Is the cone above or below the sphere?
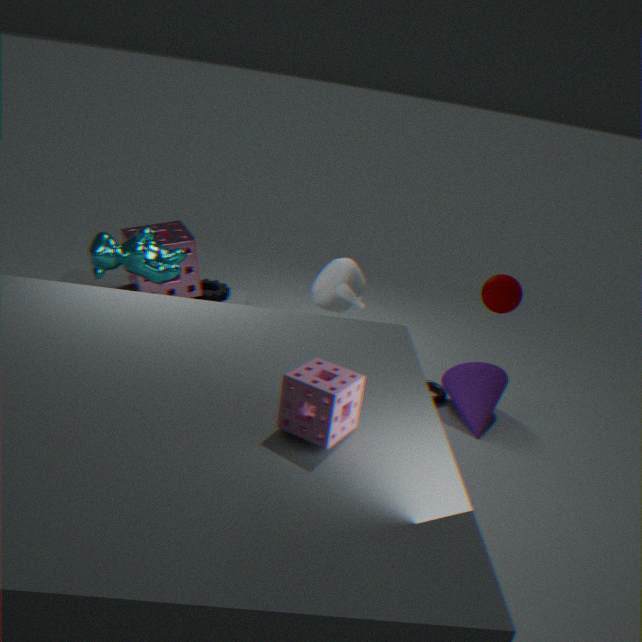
below
